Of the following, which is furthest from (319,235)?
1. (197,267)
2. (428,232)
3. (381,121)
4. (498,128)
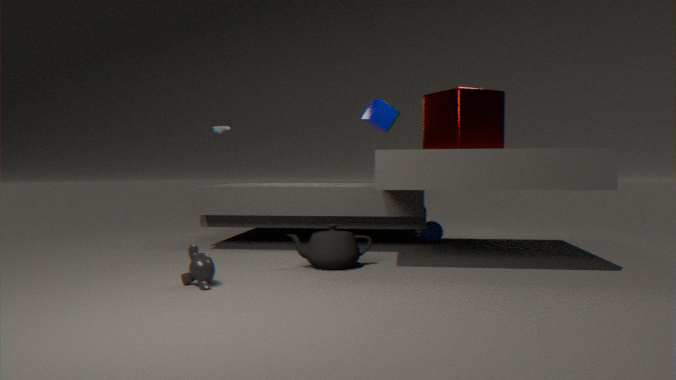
(428,232)
